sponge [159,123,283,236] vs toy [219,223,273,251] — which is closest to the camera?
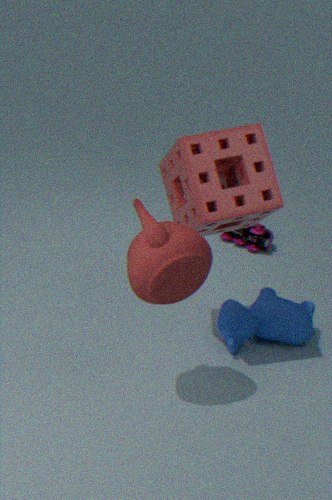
sponge [159,123,283,236]
